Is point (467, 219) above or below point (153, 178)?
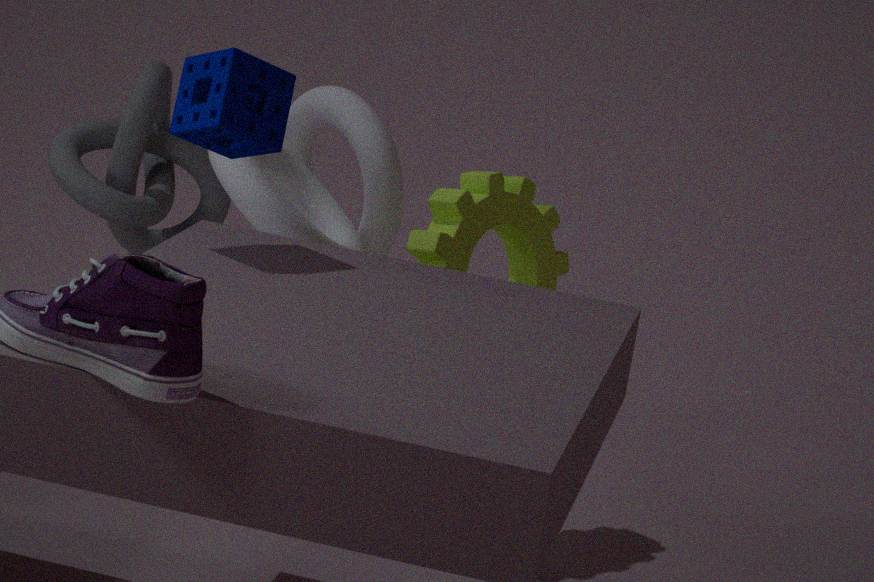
below
